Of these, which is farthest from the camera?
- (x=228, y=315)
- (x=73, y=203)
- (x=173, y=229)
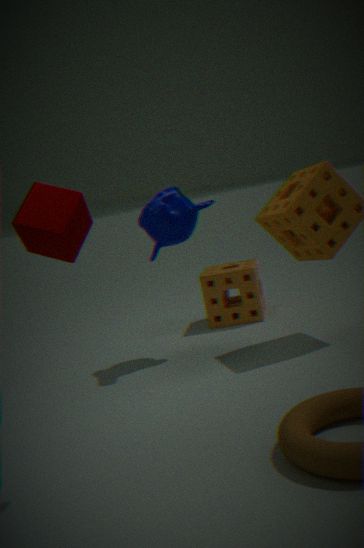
(x=228, y=315)
